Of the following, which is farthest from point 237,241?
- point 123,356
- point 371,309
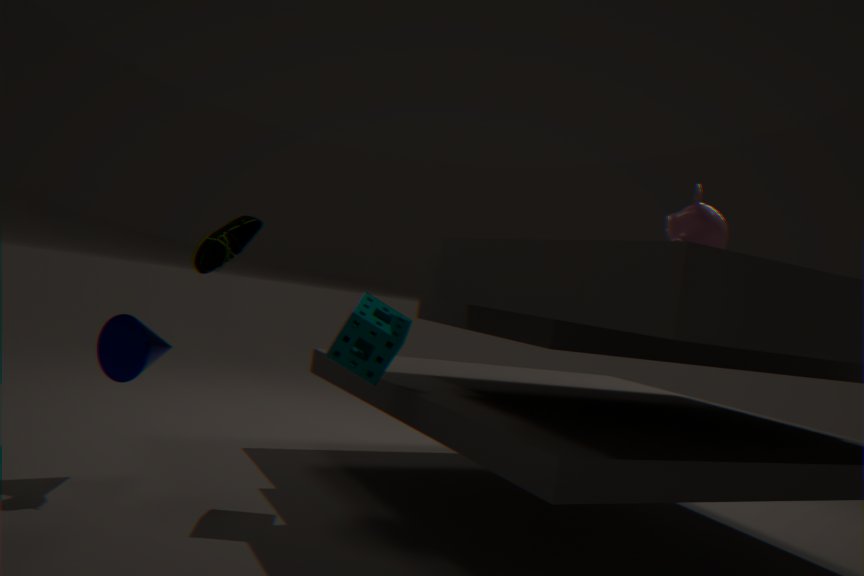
point 371,309
